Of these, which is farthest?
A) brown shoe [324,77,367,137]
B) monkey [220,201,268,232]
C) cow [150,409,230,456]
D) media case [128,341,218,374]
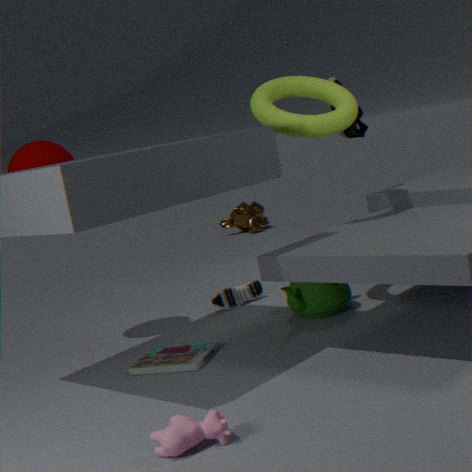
monkey [220,201,268,232]
